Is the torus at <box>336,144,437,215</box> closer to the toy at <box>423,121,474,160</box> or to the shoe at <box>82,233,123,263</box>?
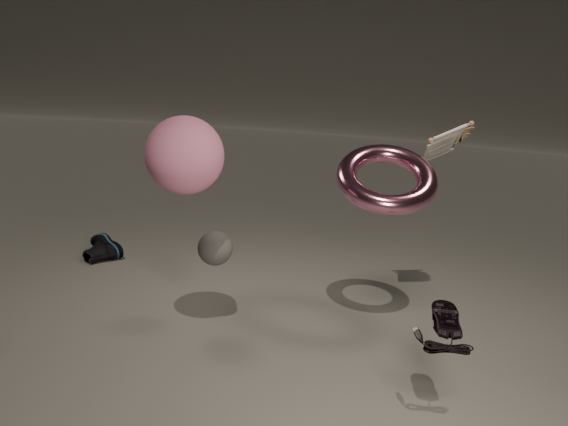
the toy at <box>423,121,474,160</box>
